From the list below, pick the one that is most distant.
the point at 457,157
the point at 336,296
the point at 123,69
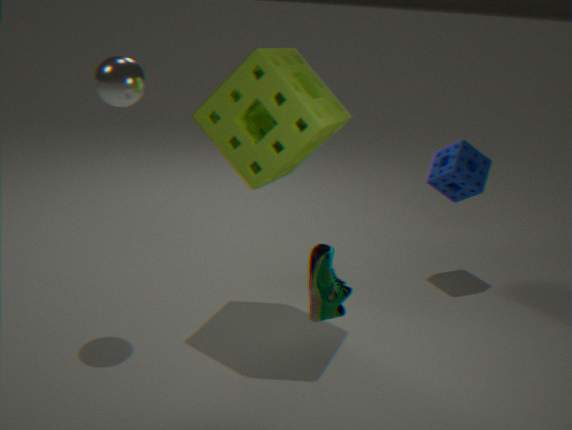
the point at 457,157
